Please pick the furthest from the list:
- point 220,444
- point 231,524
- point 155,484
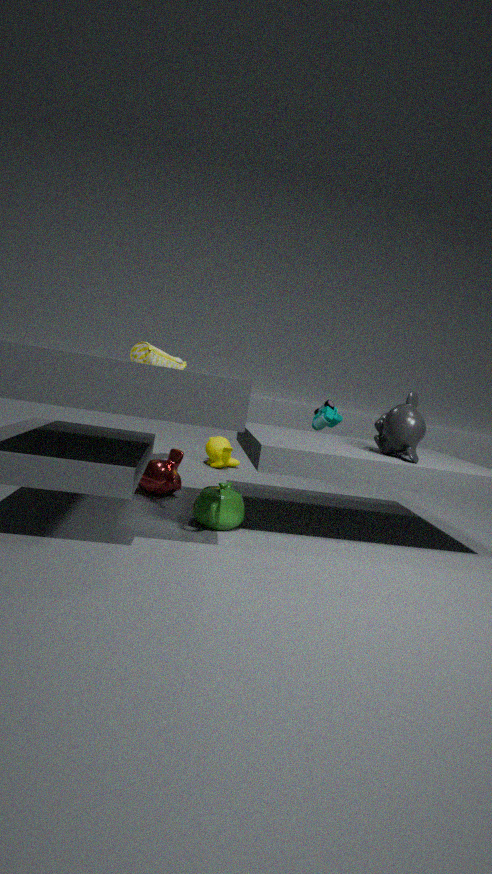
point 220,444
